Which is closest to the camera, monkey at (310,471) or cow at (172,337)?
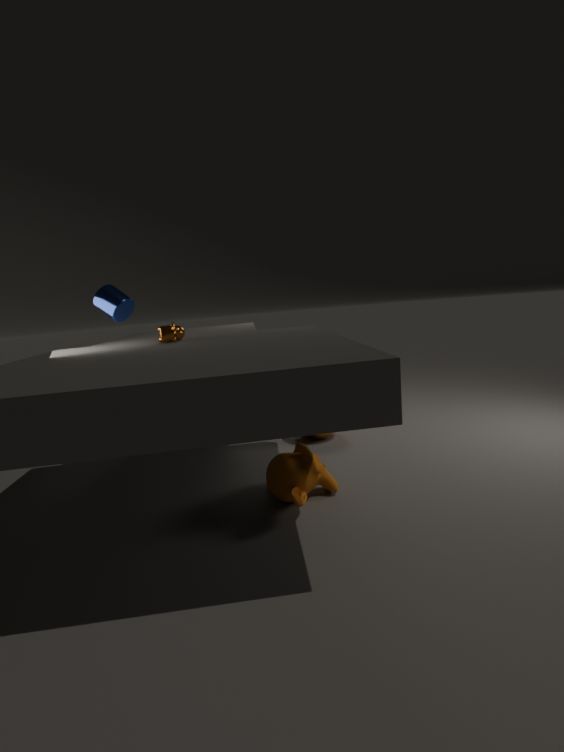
monkey at (310,471)
